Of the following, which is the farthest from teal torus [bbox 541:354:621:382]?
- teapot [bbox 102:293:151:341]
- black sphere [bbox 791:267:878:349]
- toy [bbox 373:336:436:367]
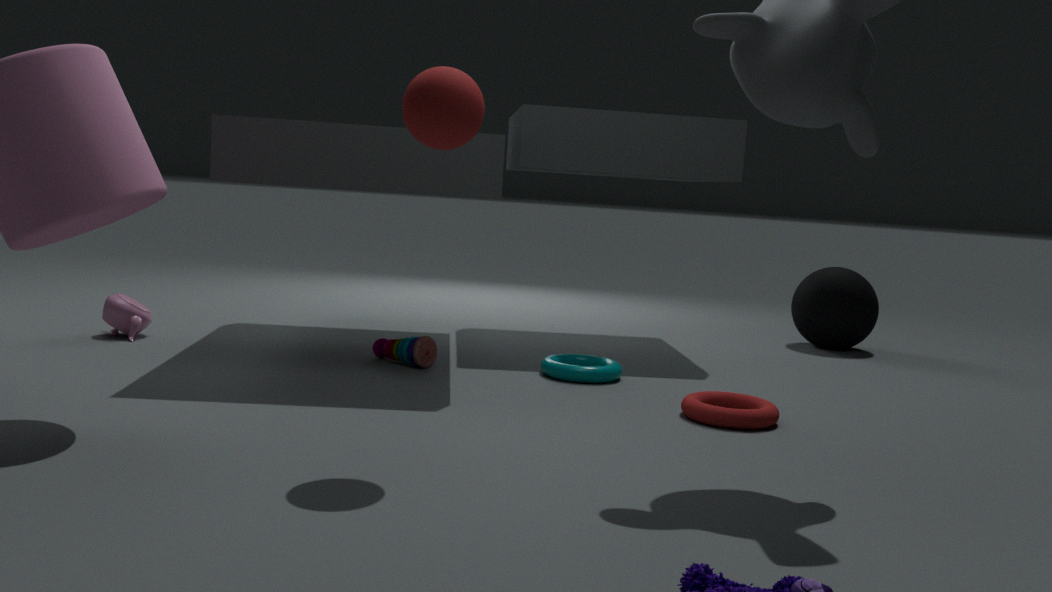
teapot [bbox 102:293:151:341]
